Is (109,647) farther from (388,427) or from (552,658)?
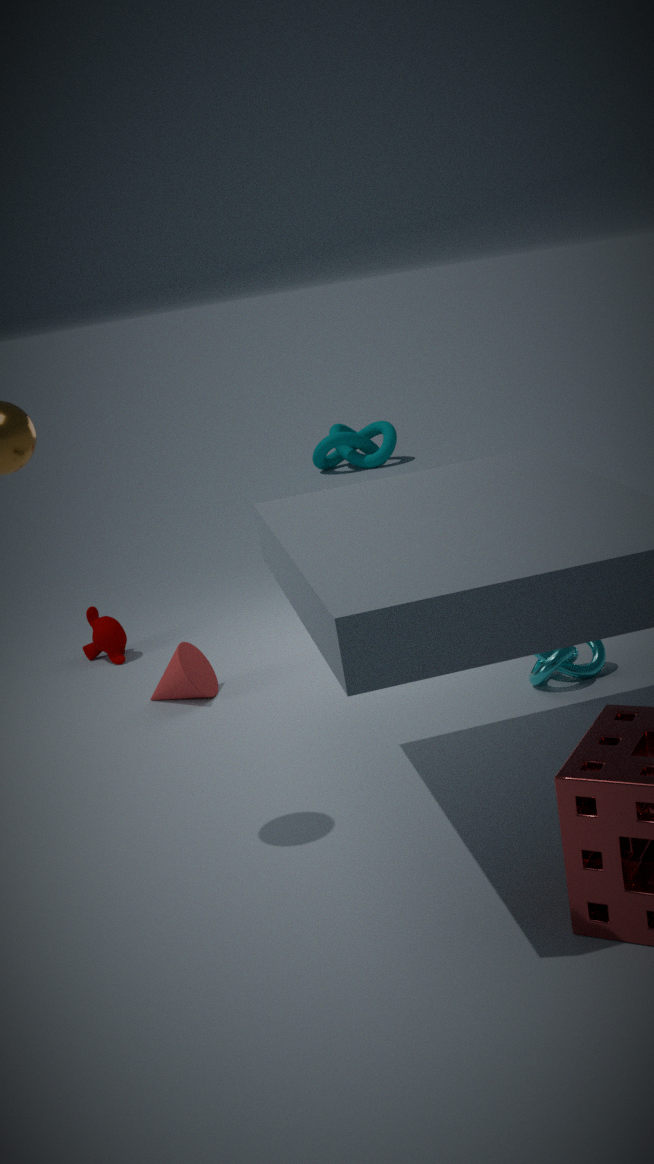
(388,427)
